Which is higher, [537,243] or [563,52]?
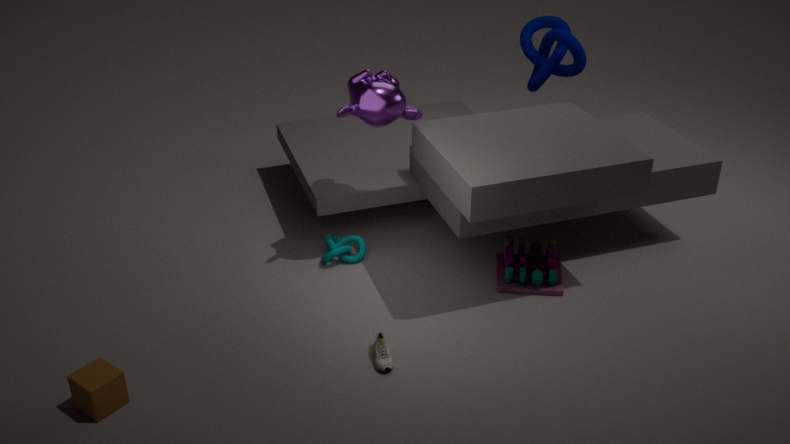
[563,52]
